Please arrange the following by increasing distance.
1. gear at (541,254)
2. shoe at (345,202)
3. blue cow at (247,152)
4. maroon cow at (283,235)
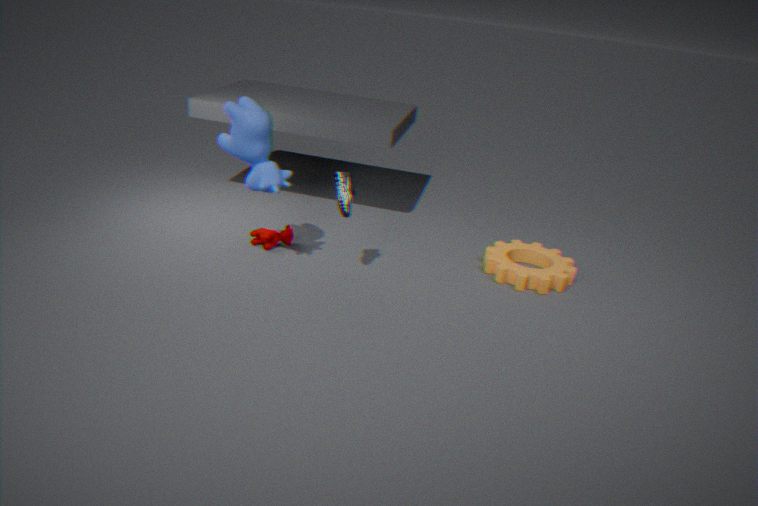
1. blue cow at (247,152)
2. shoe at (345,202)
3. gear at (541,254)
4. maroon cow at (283,235)
